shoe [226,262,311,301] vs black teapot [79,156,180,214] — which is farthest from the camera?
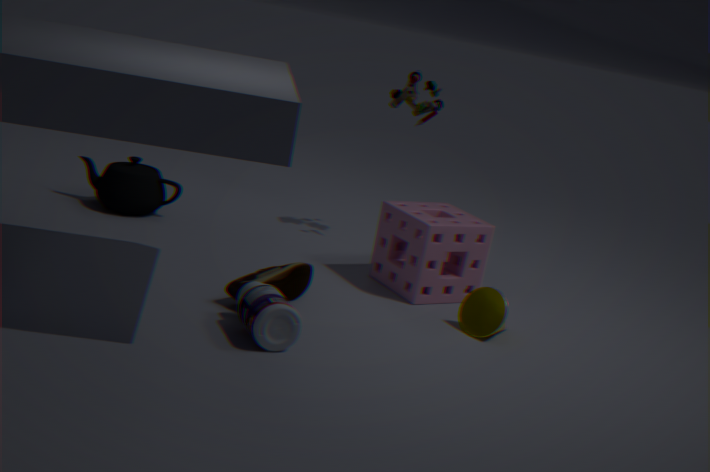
black teapot [79,156,180,214]
